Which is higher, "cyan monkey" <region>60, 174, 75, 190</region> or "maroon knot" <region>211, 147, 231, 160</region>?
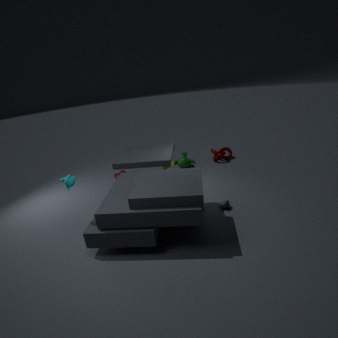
"cyan monkey" <region>60, 174, 75, 190</region>
